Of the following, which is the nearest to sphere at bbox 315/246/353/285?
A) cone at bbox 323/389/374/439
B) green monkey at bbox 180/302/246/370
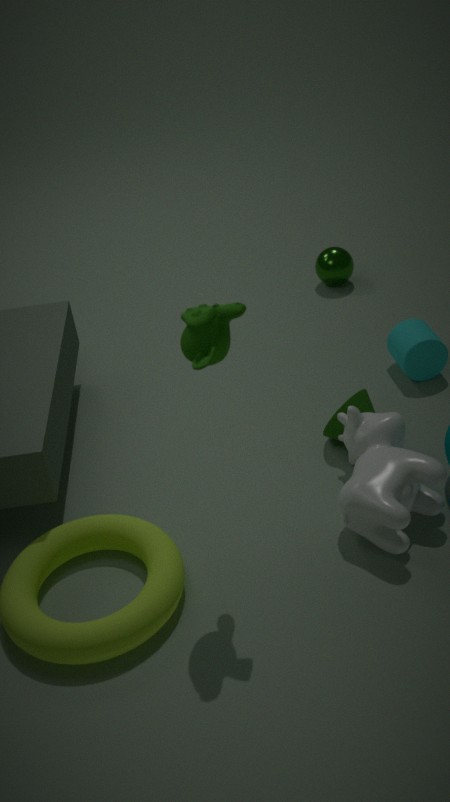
cone at bbox 323/389/374/439
